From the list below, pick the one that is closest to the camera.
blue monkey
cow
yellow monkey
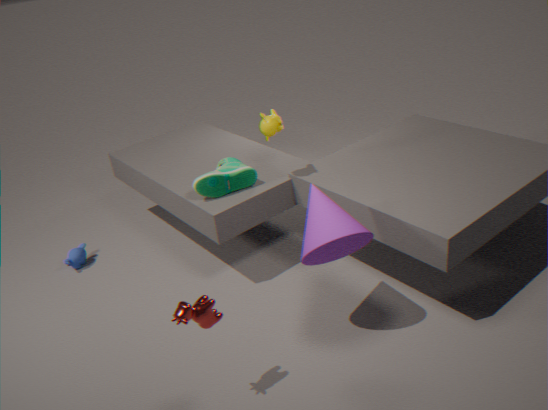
cow
